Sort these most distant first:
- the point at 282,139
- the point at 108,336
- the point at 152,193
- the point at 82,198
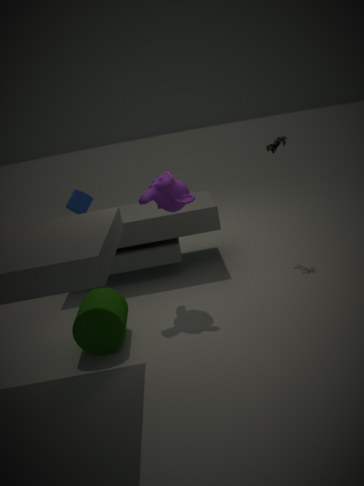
the point at 282,139
the point at 82,198
the point at 152,193
the point at 108,336
